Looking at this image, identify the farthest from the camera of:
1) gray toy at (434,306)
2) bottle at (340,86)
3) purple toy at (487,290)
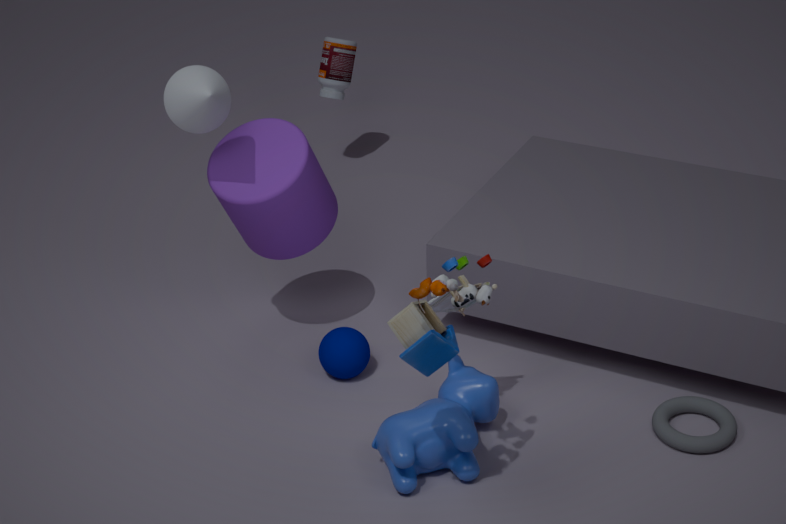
2
